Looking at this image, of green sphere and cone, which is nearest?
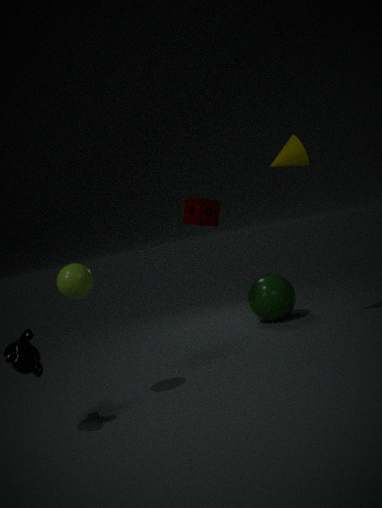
cone
